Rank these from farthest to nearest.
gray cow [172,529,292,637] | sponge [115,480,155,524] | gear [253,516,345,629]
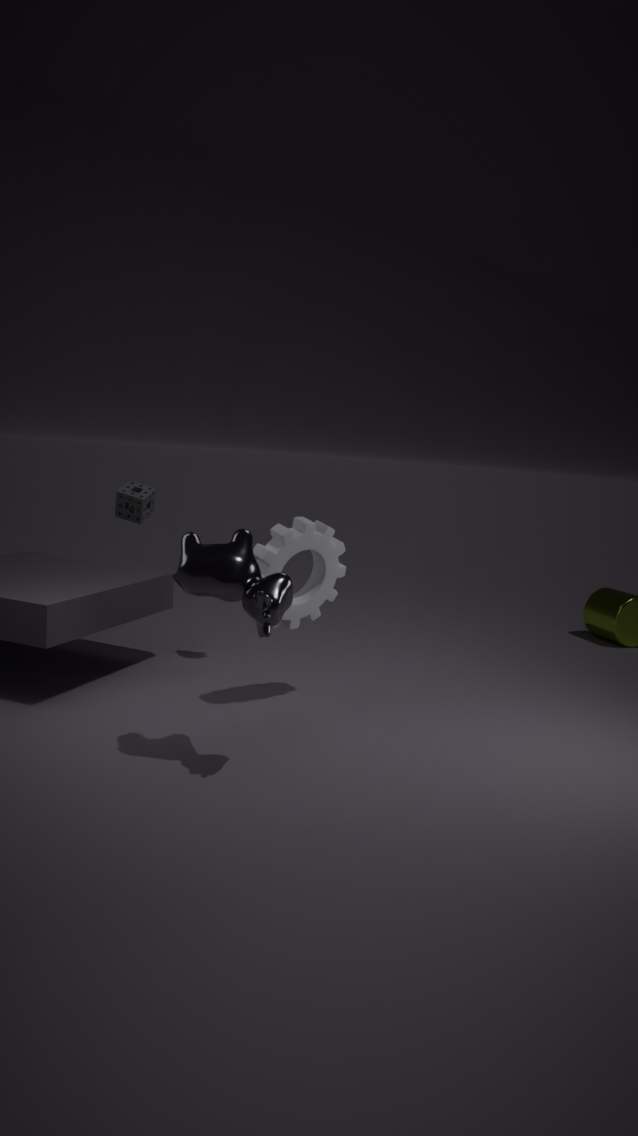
sponge [115,480,155,524]
gear [253,516,345,629]
gray cow [172,529,292,637]
